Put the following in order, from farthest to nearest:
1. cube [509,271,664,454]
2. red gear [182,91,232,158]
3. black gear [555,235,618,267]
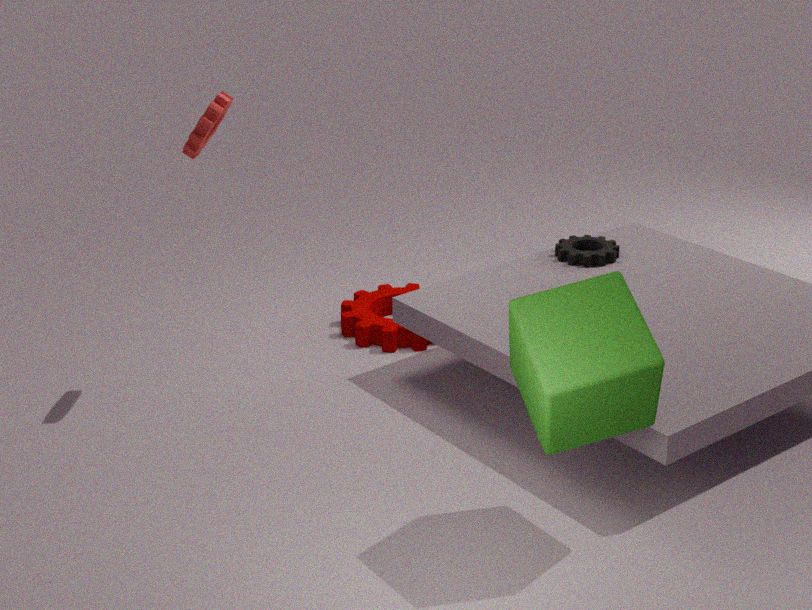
1. black gear [555,235,618,267]
2. red gear [182,91,232,158]
3. cube [509,271,664,454]
